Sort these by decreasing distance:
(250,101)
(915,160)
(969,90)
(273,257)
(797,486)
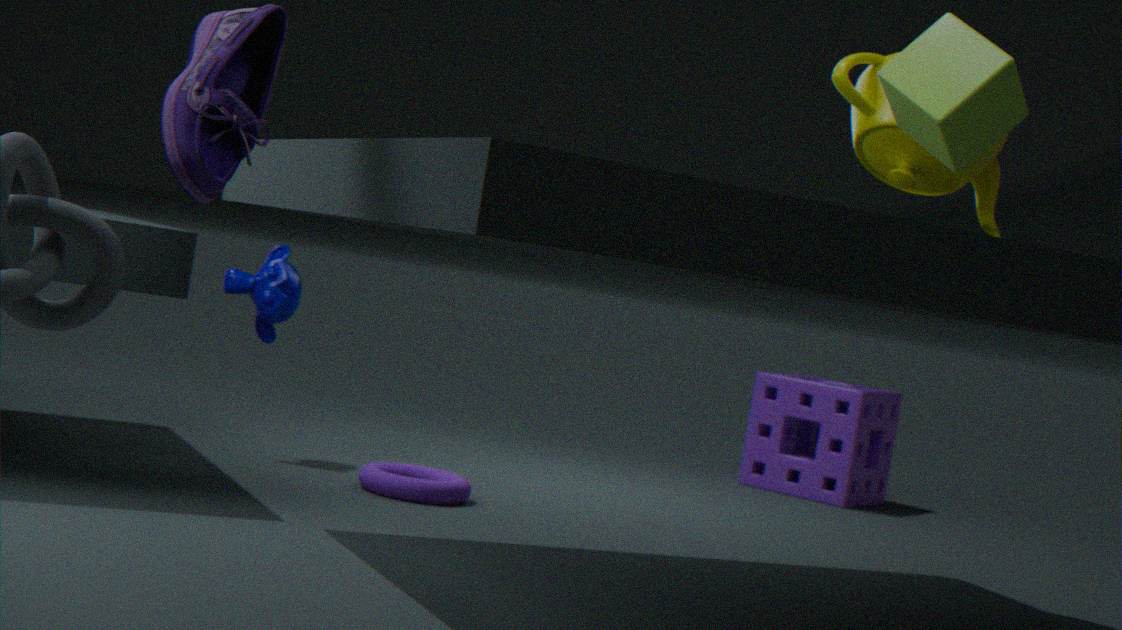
1. (797,486)
2. (273,257)
3. (915,160)
4. (969,90)
5. (250,101)
